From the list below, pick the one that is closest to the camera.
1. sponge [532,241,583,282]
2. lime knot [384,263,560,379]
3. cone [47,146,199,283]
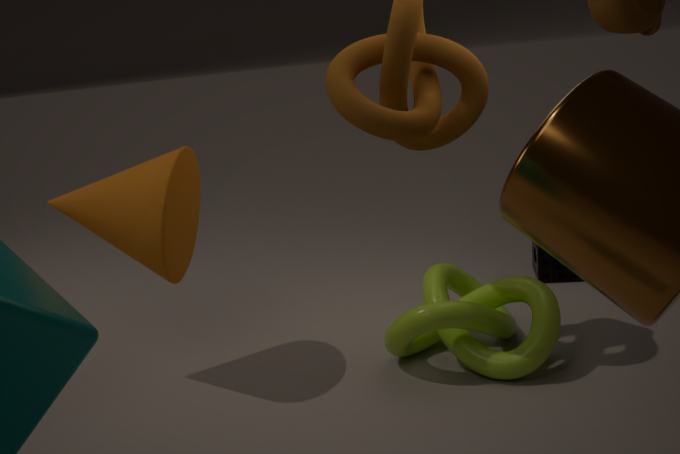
cone [47,146,199,283]
